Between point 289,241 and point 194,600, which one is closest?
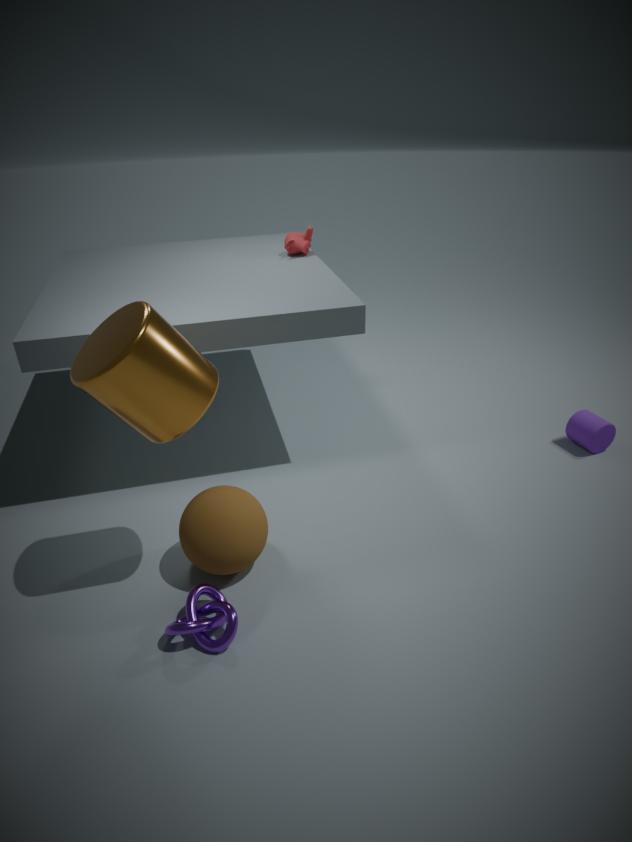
point 194,600
